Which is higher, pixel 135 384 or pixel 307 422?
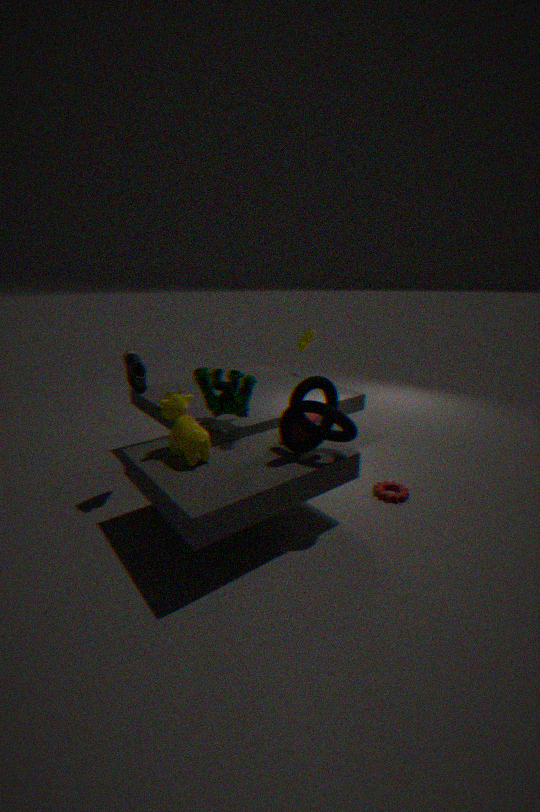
pixel 135 384
